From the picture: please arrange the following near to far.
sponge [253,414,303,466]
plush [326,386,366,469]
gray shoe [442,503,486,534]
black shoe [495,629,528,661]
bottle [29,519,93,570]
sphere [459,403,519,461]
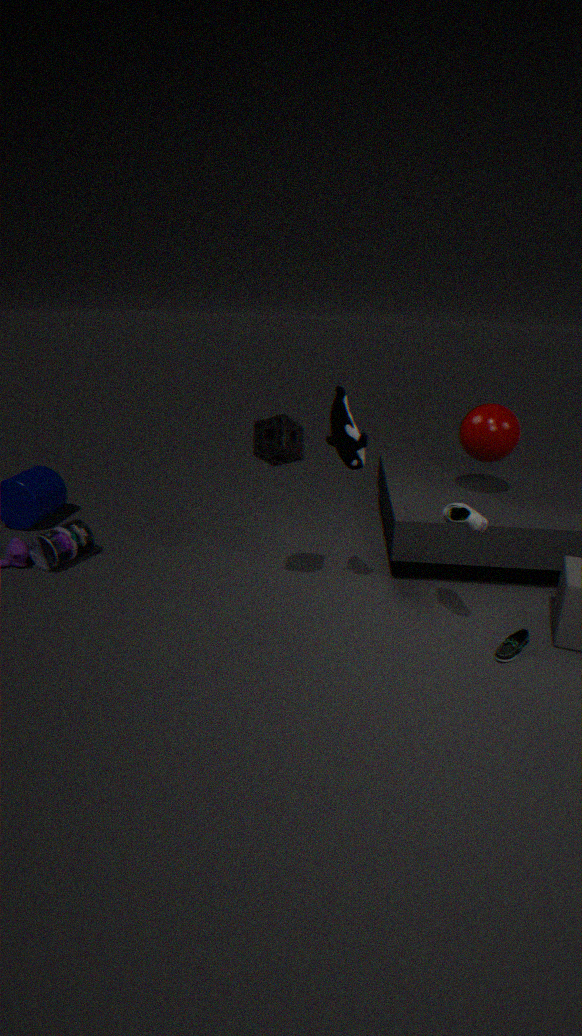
gray shoe [442,503,486,534] < plush [326,386,366,469] < black shoe [495,629,528,661] < sponge [253,414,303,466] < bottle [29,519,93,570] < sphere [459,403,519,461]
